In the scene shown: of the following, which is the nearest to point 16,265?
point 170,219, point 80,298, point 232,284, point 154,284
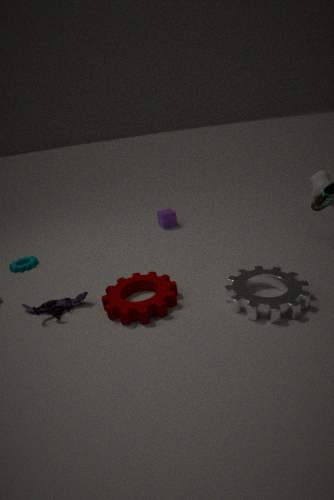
point 80,298
